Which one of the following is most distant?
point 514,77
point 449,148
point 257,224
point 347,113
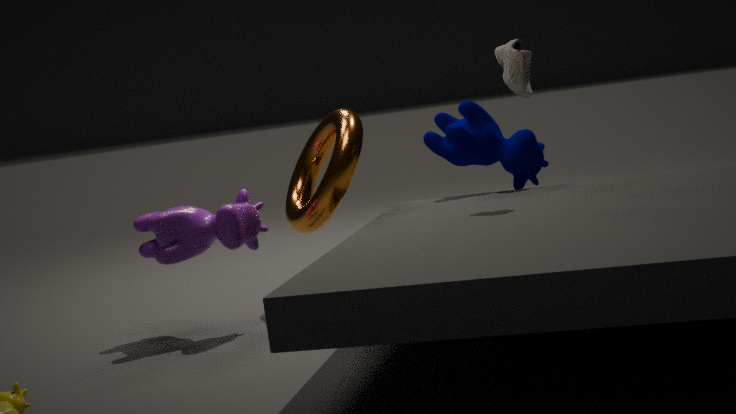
point 449,148
